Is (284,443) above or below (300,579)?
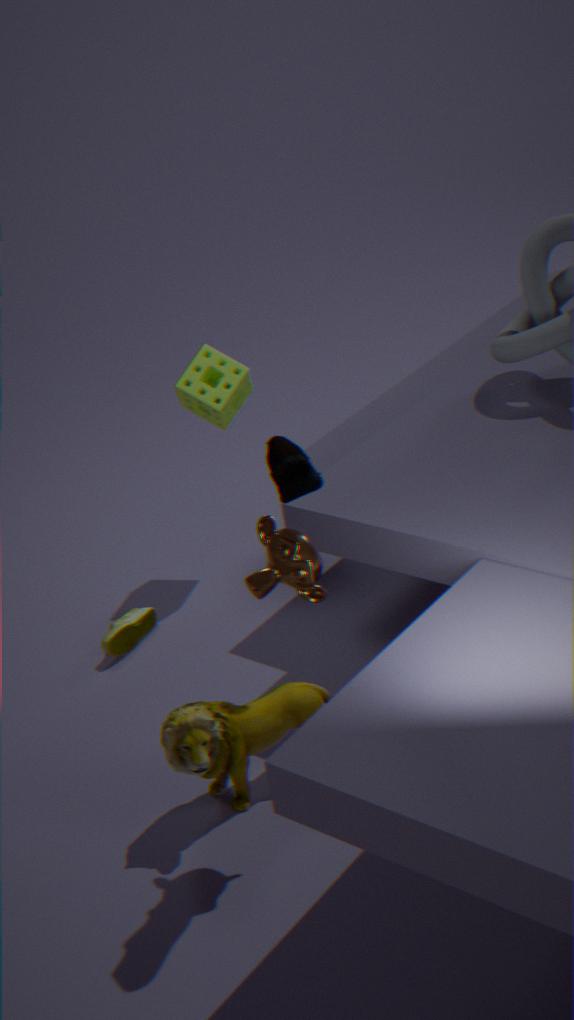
above
